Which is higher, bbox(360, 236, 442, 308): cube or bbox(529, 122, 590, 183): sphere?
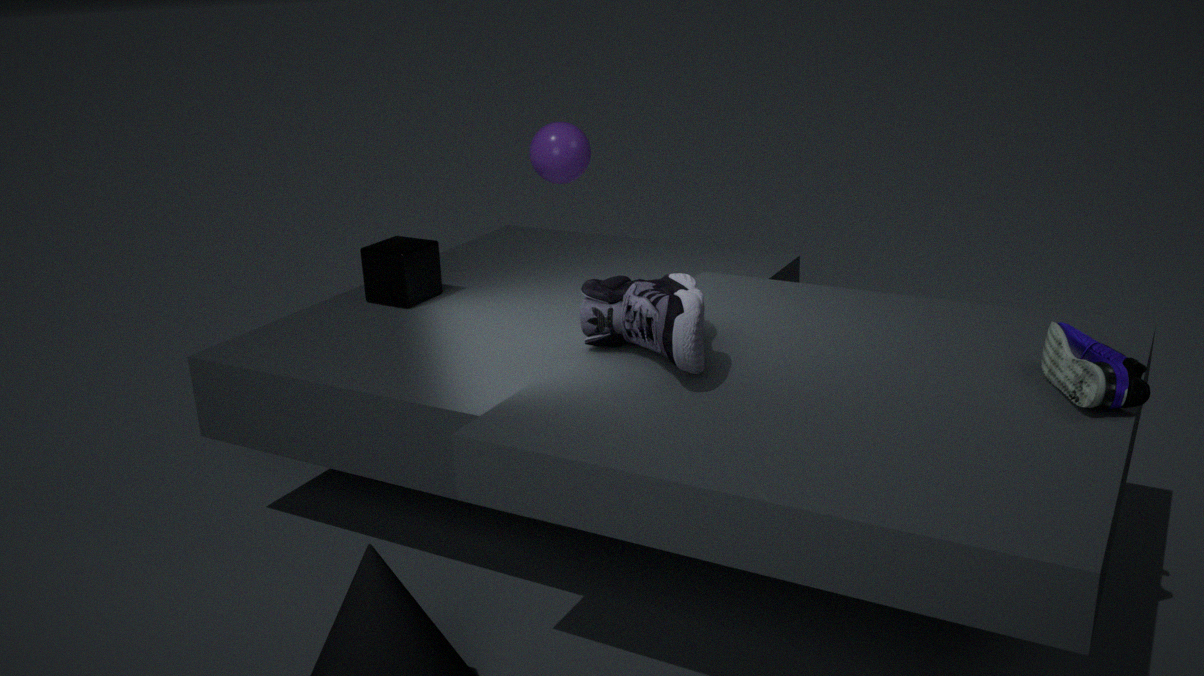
bbox(529, 122, 590, 183): sphere
